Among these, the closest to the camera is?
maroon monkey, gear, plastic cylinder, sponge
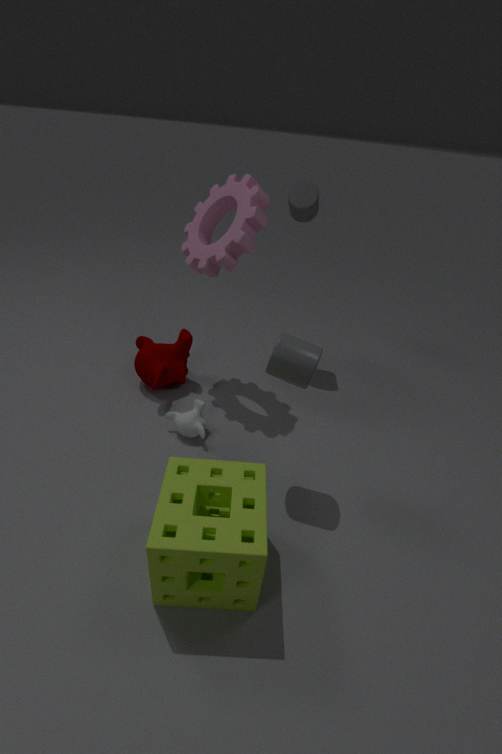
sponge
